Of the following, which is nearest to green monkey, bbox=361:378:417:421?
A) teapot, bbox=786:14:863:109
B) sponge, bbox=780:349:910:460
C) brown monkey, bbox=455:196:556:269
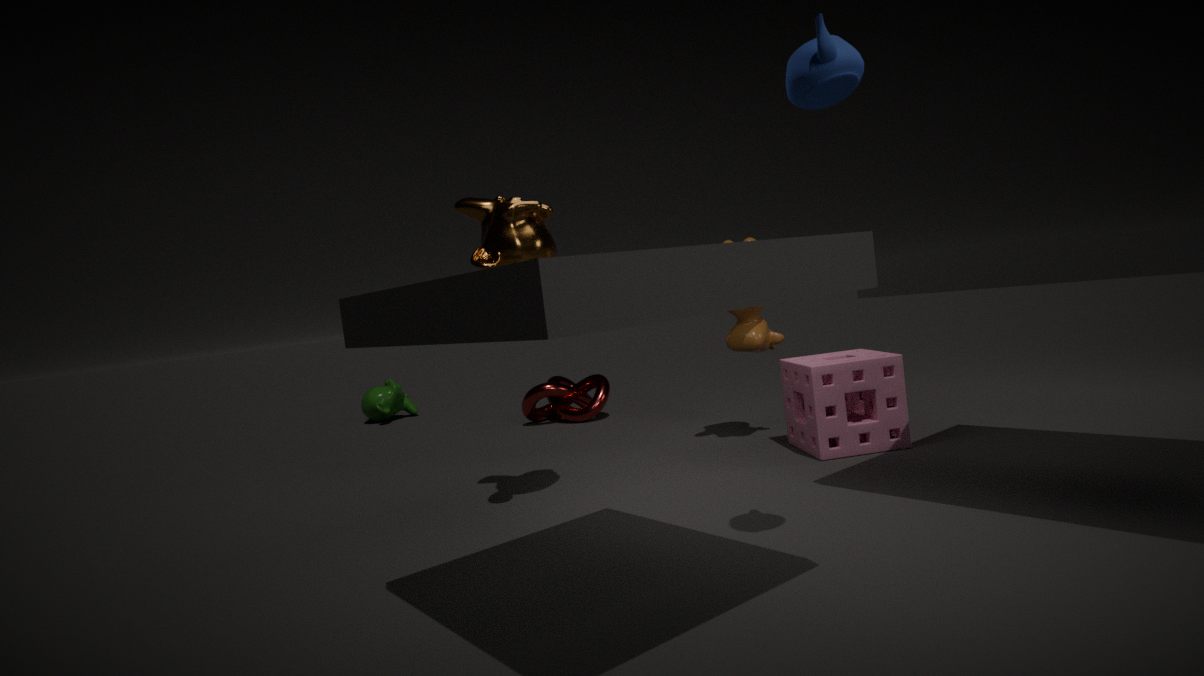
brown monkey, bbox=455:196:556:269
